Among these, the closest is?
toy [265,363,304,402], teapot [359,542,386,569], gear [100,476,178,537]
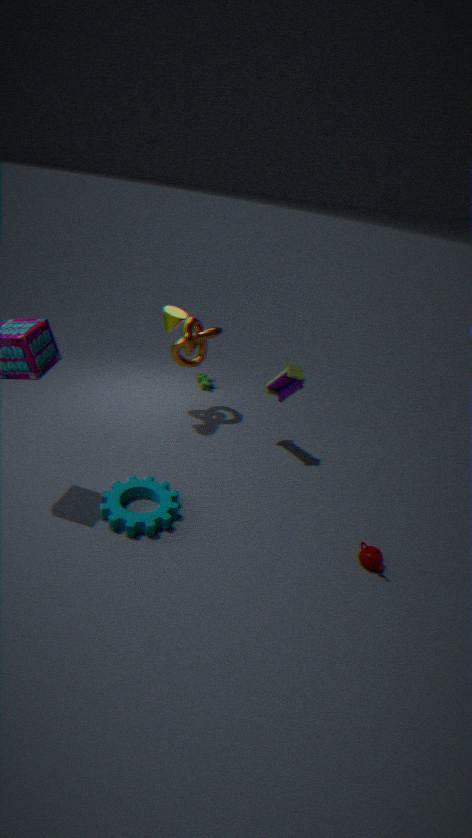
gear [100,476,178,537]
